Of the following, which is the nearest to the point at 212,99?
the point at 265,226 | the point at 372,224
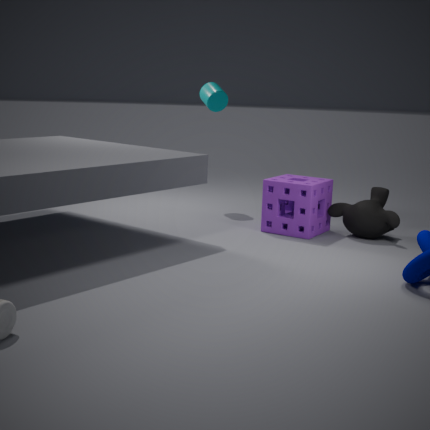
the point at 265,226
